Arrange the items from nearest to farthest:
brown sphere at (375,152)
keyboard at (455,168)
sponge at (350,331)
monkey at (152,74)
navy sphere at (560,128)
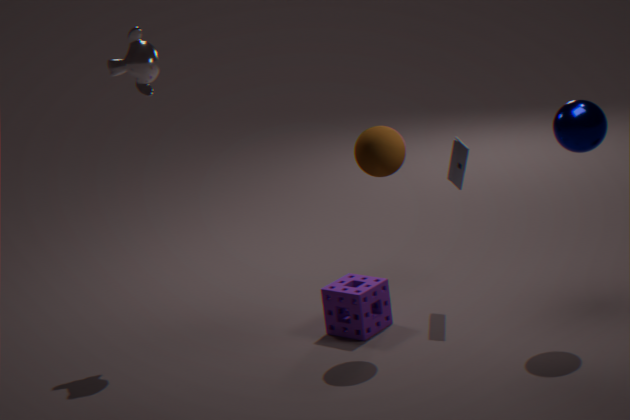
navy sphere at (560,128), brown sphere at (375,152), sponge at (350,331), monkey at (152,74), keyboard at (455,168)
